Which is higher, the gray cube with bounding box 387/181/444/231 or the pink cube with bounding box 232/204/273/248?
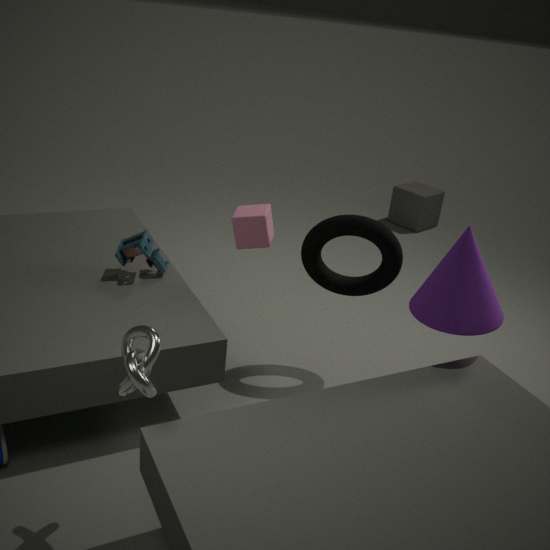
the pink cube with bounding box 232/204/273/248
